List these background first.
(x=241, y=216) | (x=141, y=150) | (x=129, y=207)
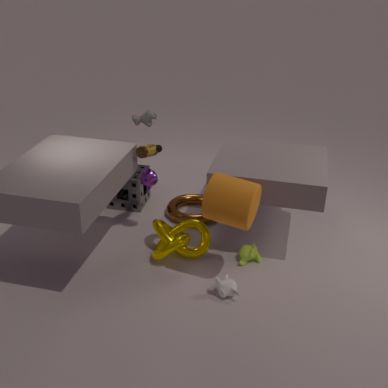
(x=129, y=207)
(x=141, y=150)
(x=241, y=216)
